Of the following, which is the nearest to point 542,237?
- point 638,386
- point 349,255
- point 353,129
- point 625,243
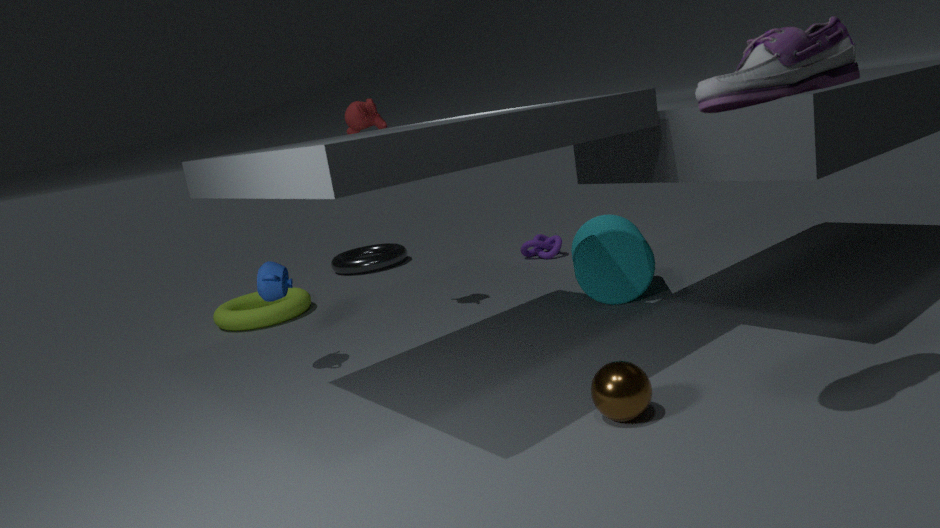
point 625,243
